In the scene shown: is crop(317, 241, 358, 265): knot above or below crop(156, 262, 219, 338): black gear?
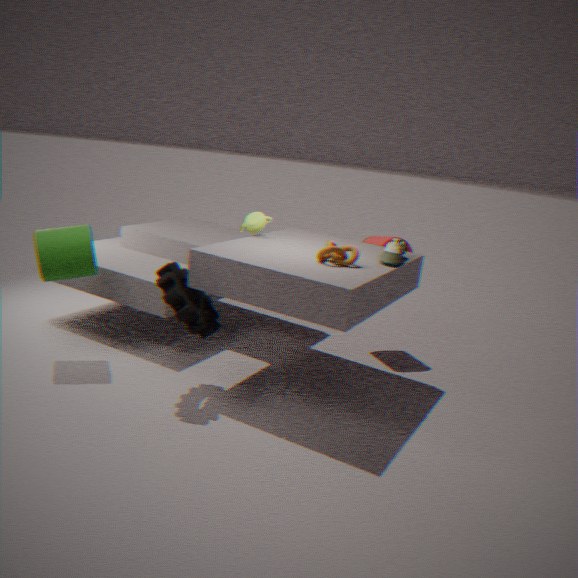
above
